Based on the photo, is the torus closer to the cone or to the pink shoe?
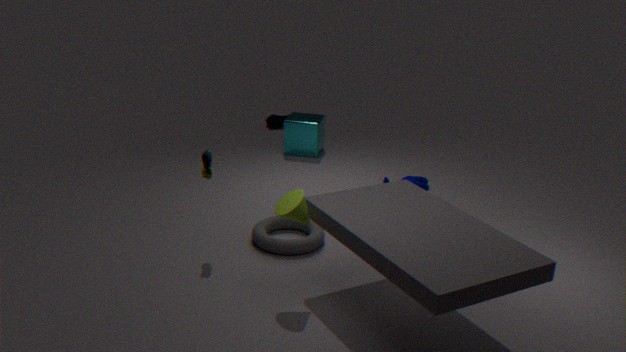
the cone
